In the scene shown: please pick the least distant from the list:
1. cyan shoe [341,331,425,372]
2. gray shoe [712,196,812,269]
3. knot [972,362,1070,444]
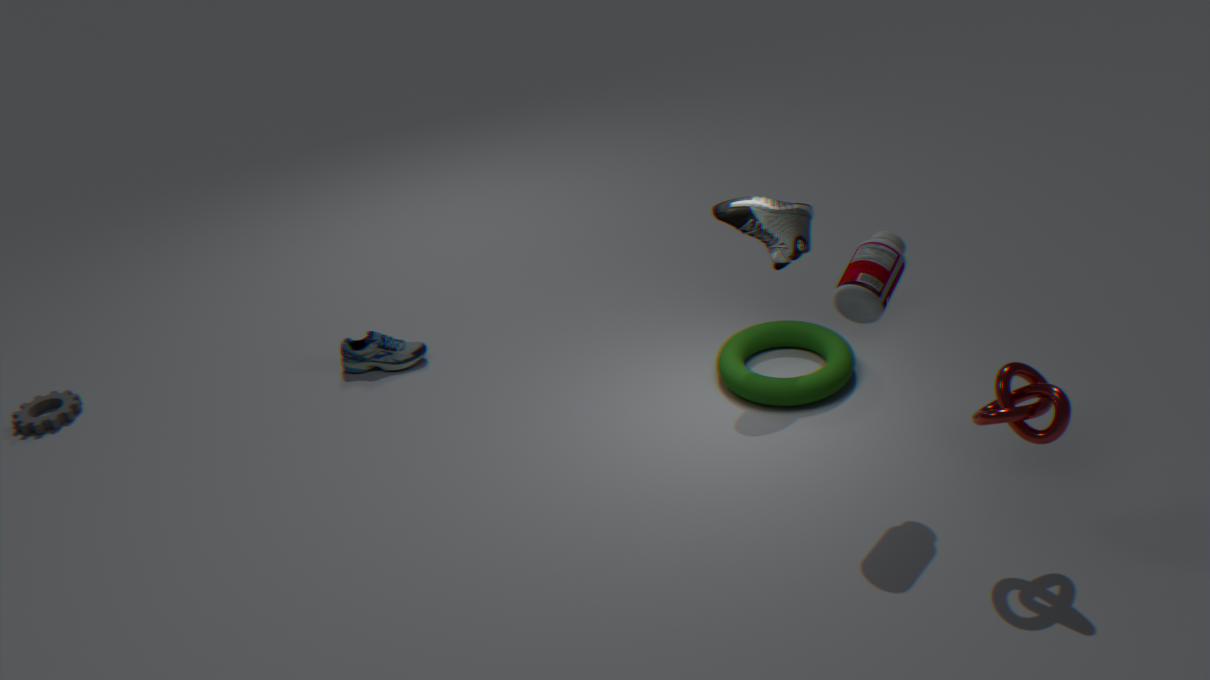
knot [972,362,1070,444]
